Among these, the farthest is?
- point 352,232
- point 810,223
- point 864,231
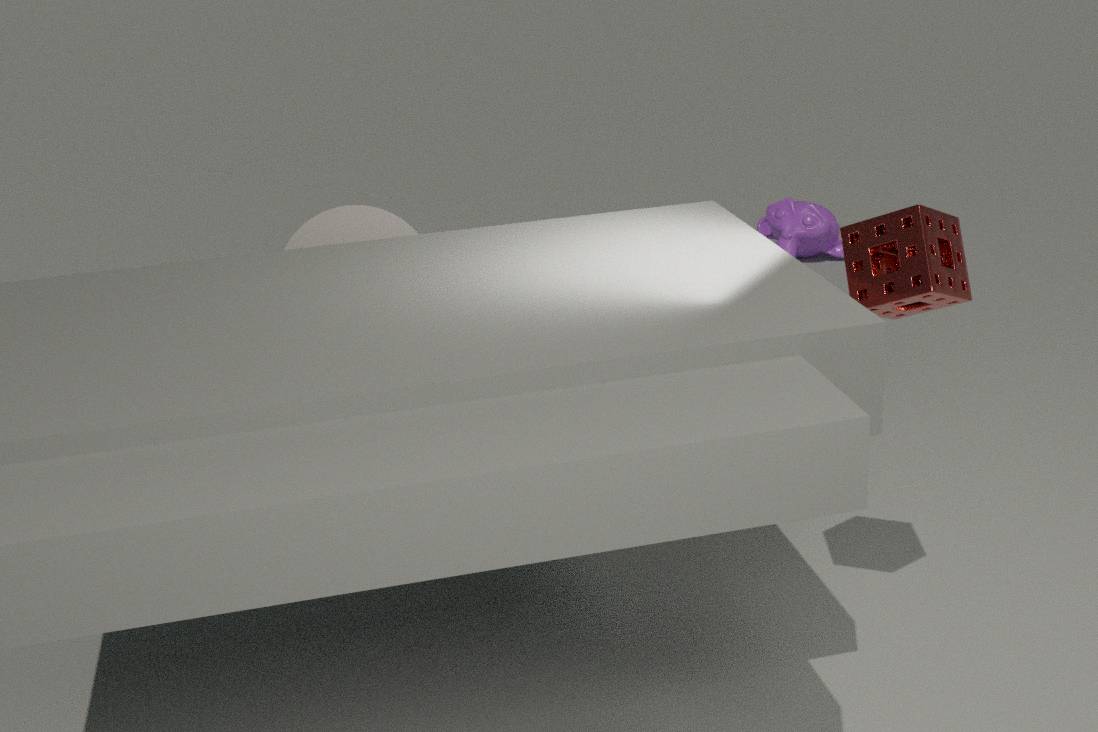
point 810,223
